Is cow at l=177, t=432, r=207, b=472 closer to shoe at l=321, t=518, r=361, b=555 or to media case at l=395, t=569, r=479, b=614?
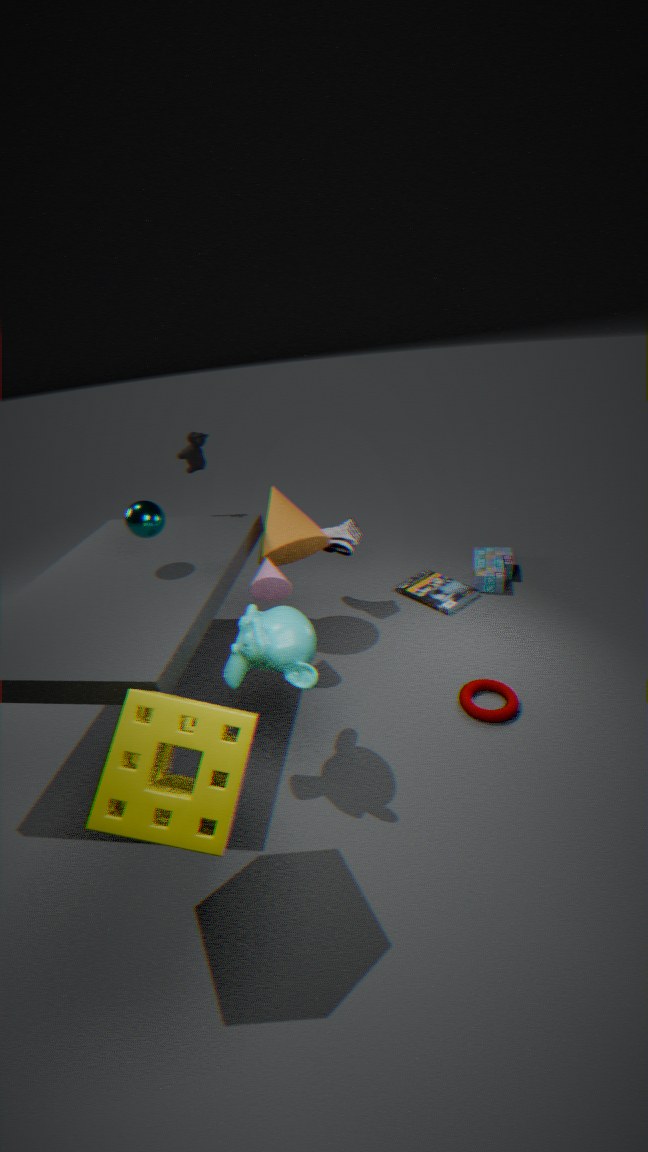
shoe at l=321, t=518, r=361, b=555
